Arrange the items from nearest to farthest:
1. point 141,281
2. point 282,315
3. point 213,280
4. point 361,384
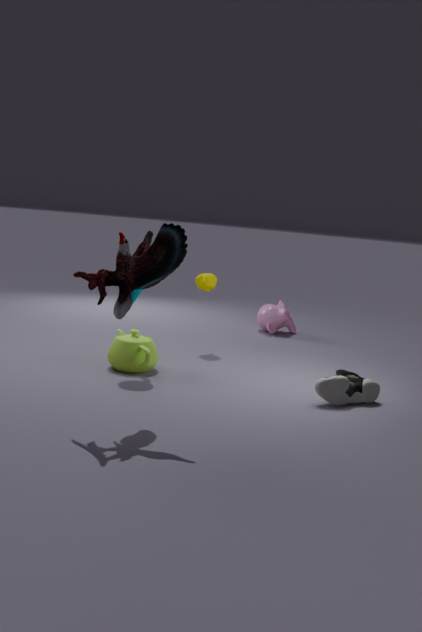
point 141,281
point 361,384
point 213,280
point 282,315
